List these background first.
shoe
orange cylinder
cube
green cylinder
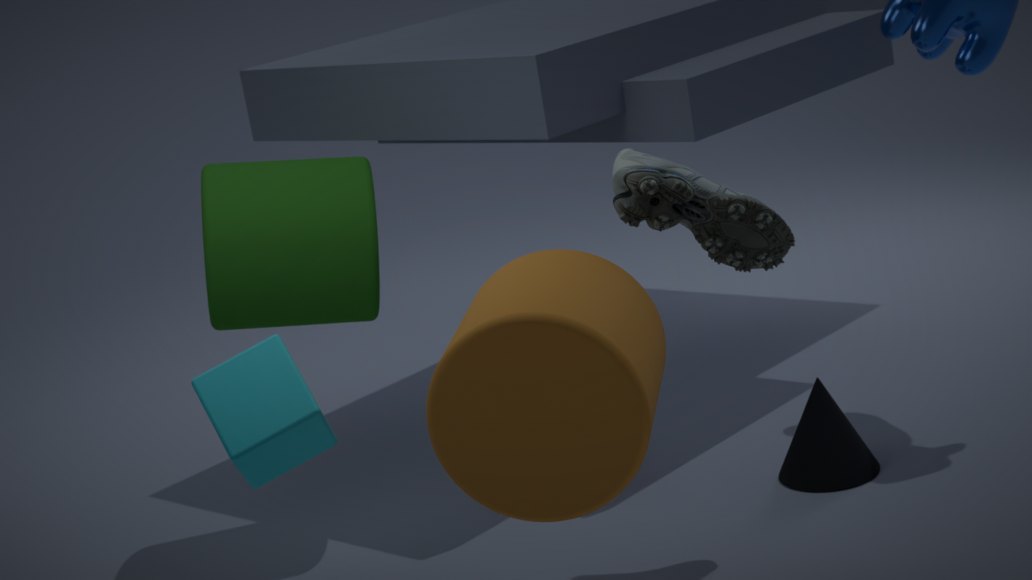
green cylinder < shoe < cube < orange cylinder
